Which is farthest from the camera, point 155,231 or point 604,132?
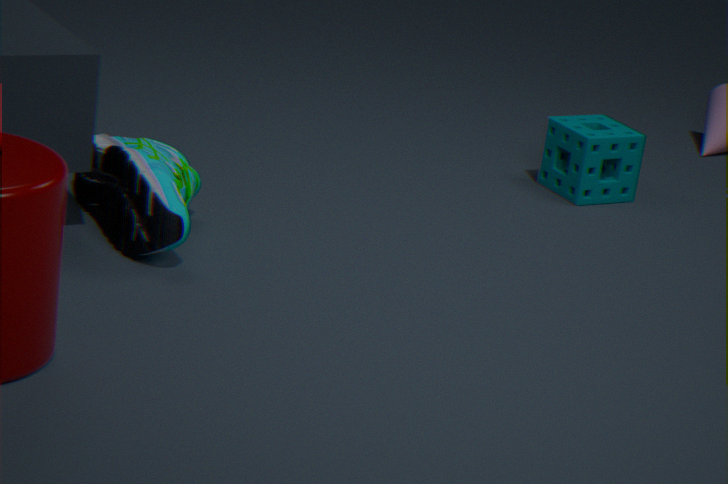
point 604,132
